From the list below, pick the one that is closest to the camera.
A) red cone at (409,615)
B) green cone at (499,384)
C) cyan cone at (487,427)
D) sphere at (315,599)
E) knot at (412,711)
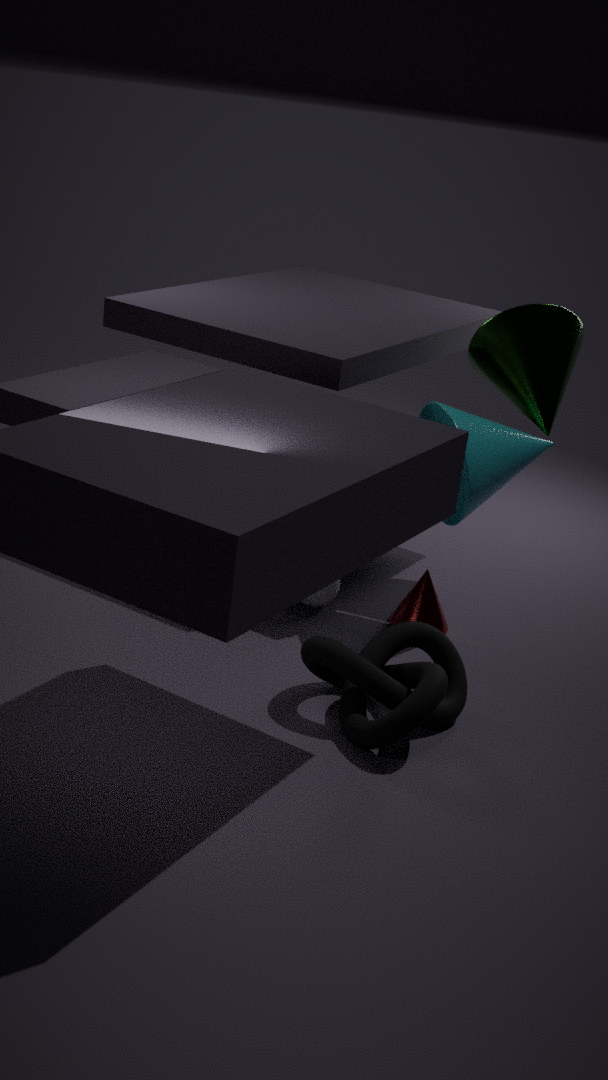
knot at (412,711)
